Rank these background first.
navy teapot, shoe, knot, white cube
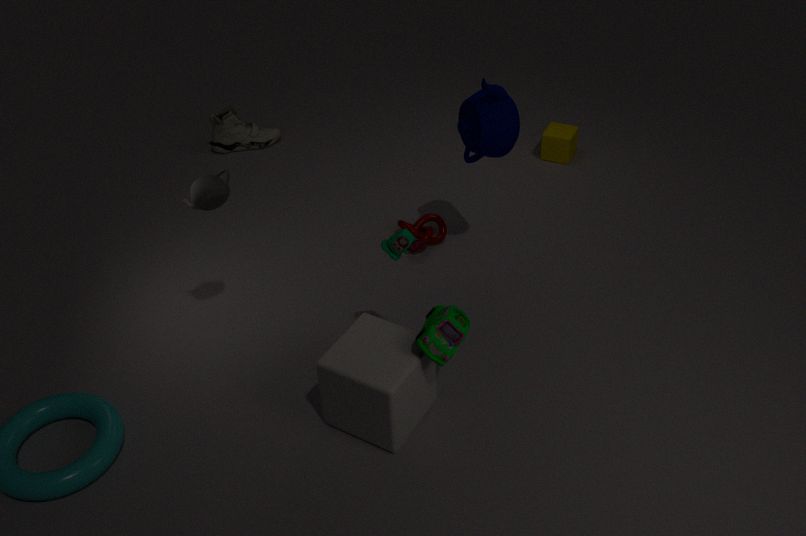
1. shoe
2. knot
3. navy teapot
4. white cube
